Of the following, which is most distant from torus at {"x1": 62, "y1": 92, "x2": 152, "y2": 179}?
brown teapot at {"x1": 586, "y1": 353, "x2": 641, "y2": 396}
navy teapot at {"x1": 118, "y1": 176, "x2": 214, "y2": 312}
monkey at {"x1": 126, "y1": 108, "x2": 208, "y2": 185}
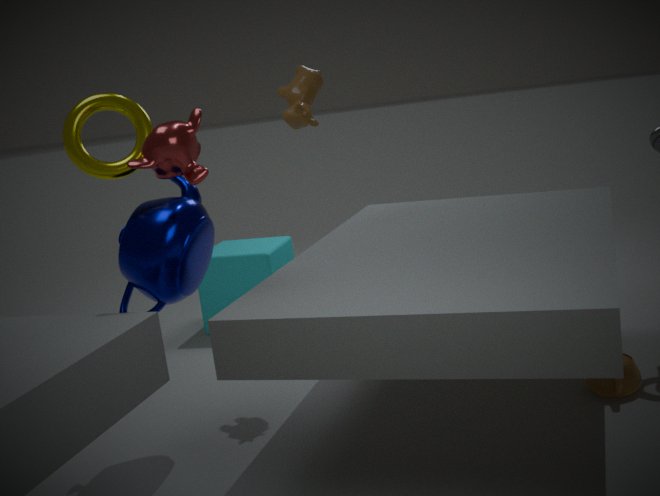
brown teapot at {"x1": 586, "y1": 353, "x2": 641, "y2": 396}
